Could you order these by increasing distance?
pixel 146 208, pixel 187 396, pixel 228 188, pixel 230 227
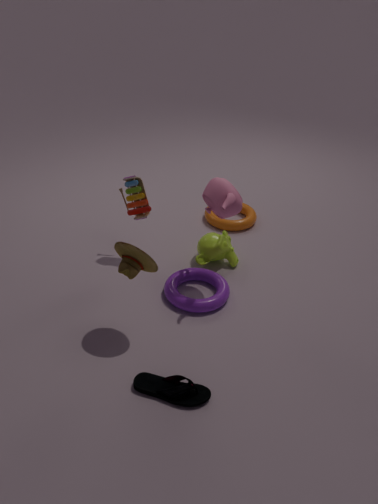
pixel 187 396, pixel 228 188, pixel 146 208, pixel 230 227
